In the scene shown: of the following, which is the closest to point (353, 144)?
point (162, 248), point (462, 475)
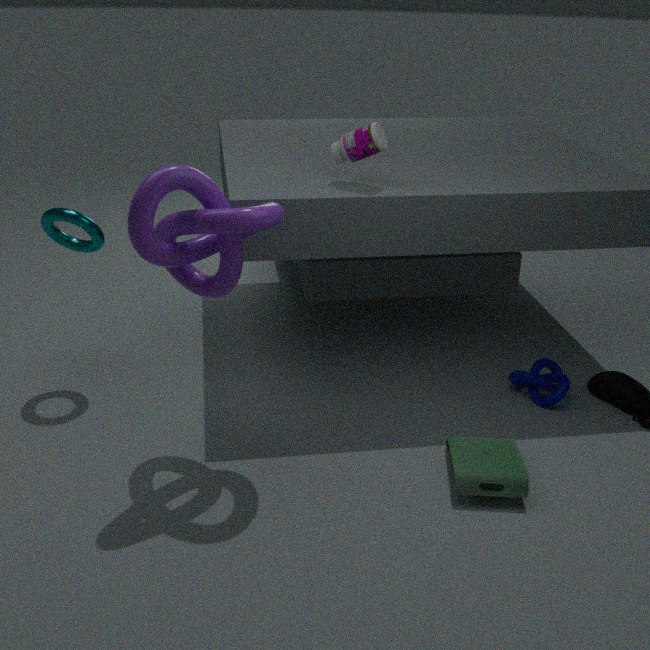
point (162, 248)
